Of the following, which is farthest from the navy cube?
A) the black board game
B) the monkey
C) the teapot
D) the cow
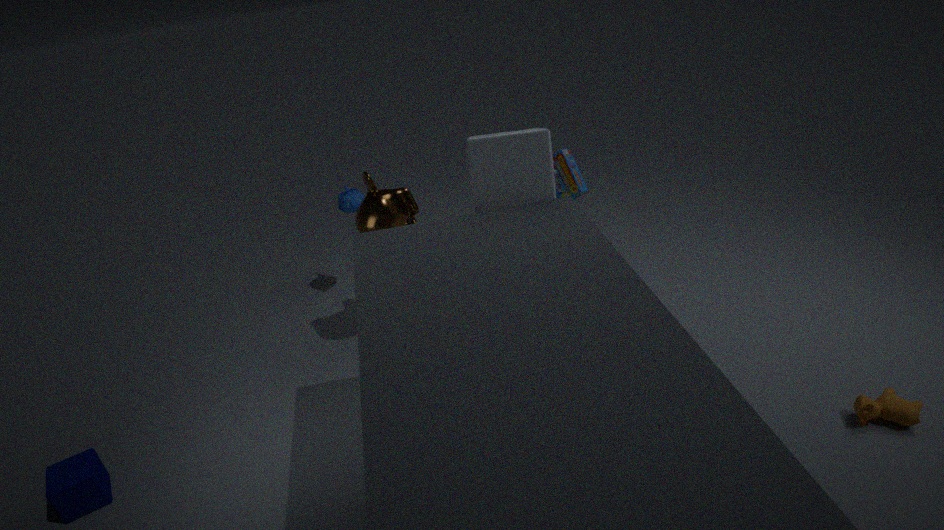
the cow
